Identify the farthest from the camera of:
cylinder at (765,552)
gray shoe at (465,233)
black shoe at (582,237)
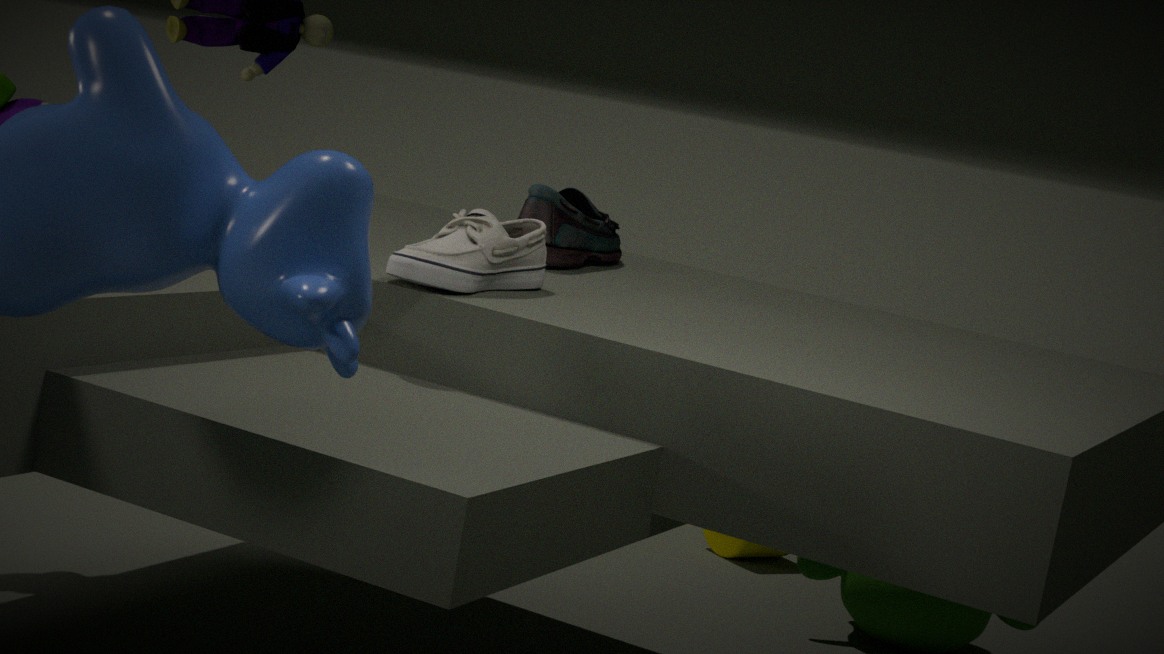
cylinder at (765,552)
